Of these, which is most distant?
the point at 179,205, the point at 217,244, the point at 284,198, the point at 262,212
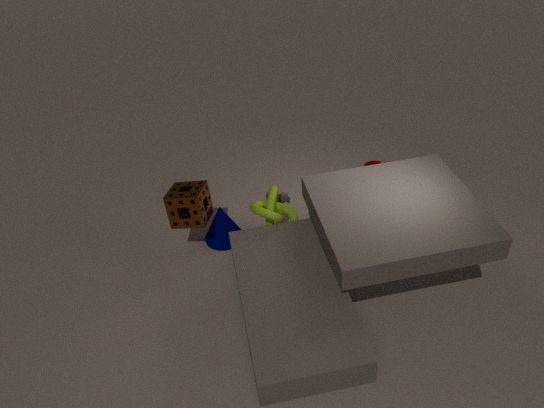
the point at 217,244
